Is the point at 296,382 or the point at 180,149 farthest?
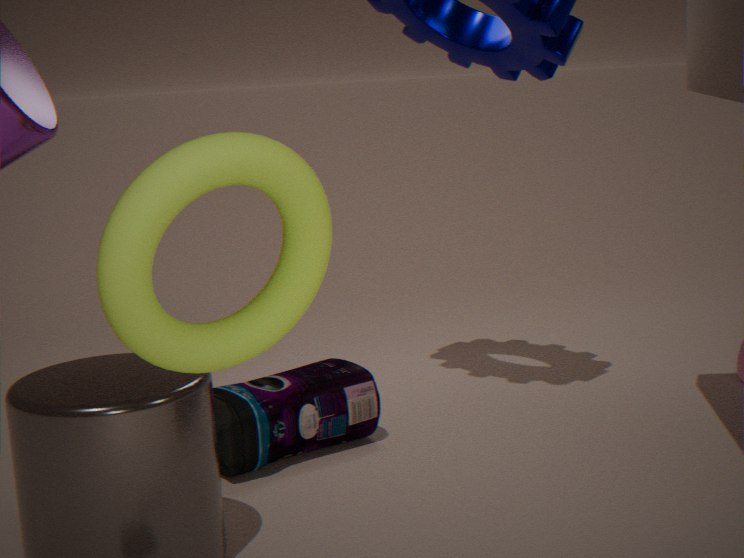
the point at 296,382
